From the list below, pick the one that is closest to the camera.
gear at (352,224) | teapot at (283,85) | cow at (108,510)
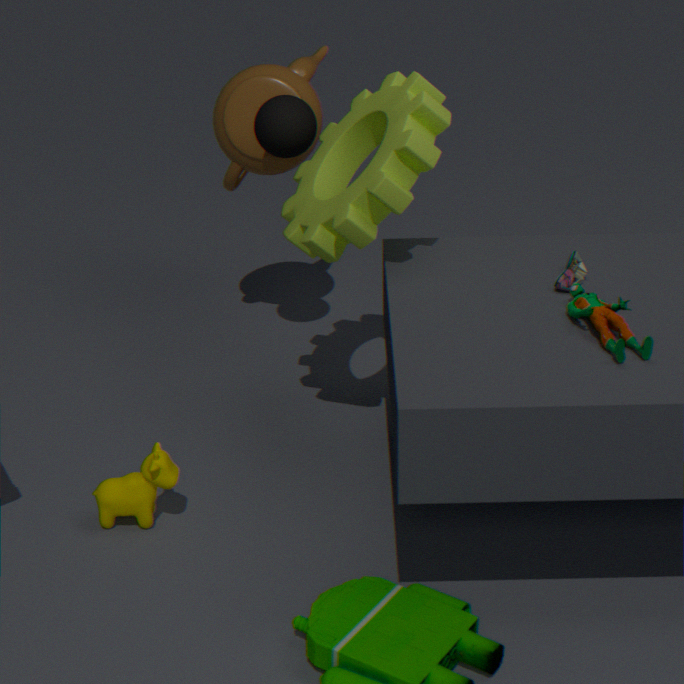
gear at (352,224)
